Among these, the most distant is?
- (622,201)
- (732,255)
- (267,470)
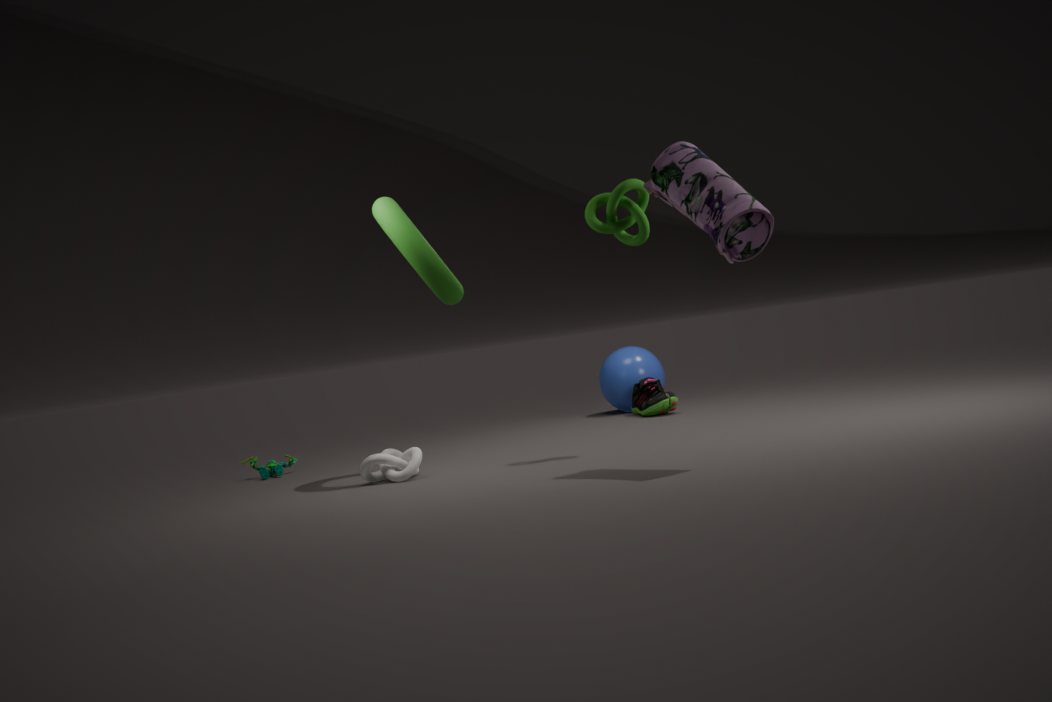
(267,470)
